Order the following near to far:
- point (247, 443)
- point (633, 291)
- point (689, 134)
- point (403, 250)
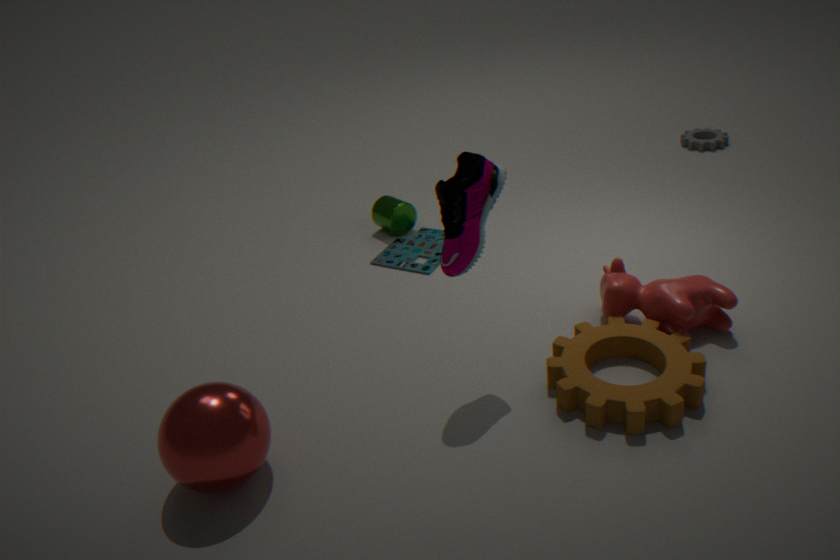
1. point (247, 443)
2. point (633, 291)
3. point (403, 250)
4. point (689, 134)
